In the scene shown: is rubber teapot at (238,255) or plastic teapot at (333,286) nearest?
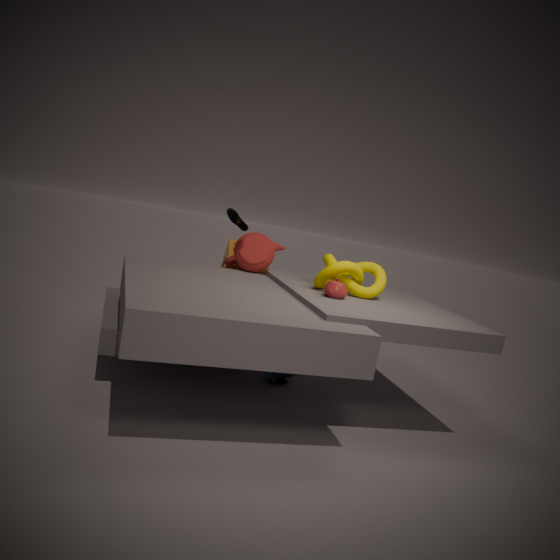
plastic teapot at (333,286)
